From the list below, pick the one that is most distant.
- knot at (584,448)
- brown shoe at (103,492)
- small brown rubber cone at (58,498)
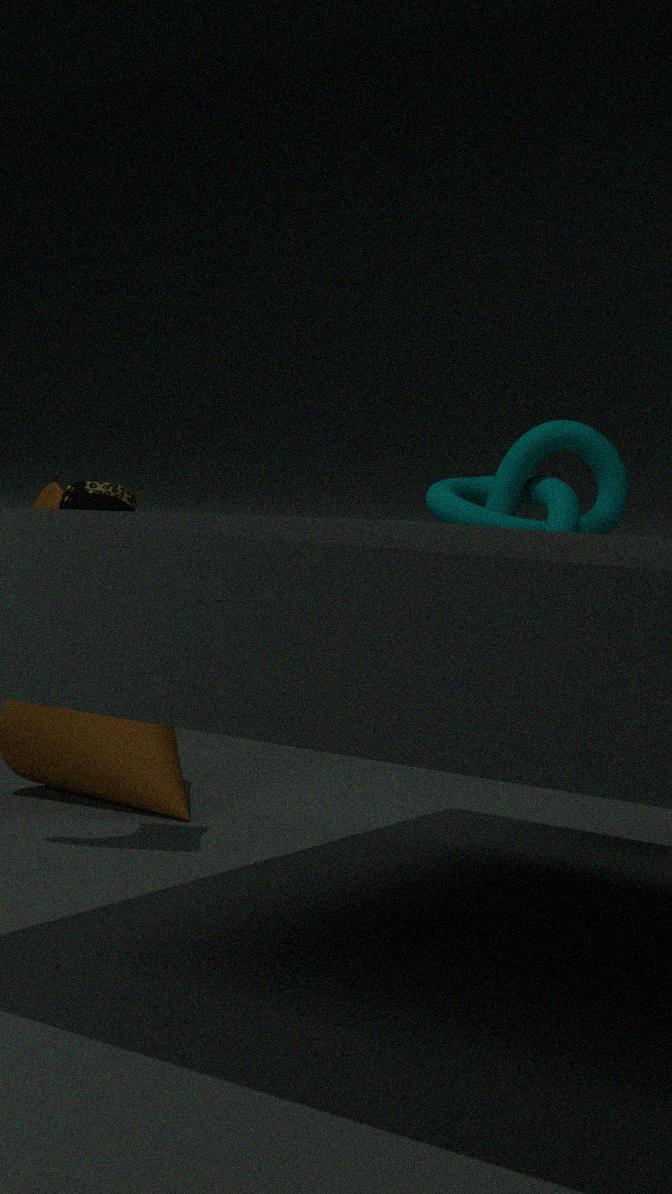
knot at (584,448)
